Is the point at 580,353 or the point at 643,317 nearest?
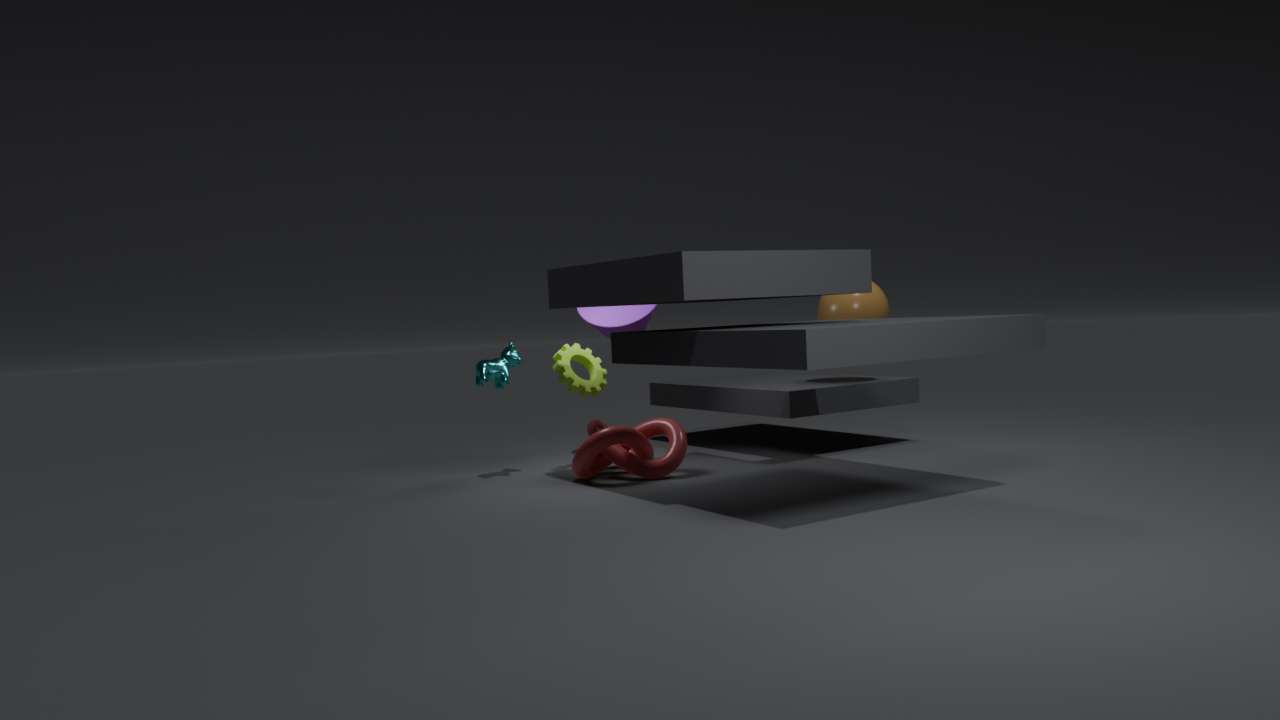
the point at 580,353
